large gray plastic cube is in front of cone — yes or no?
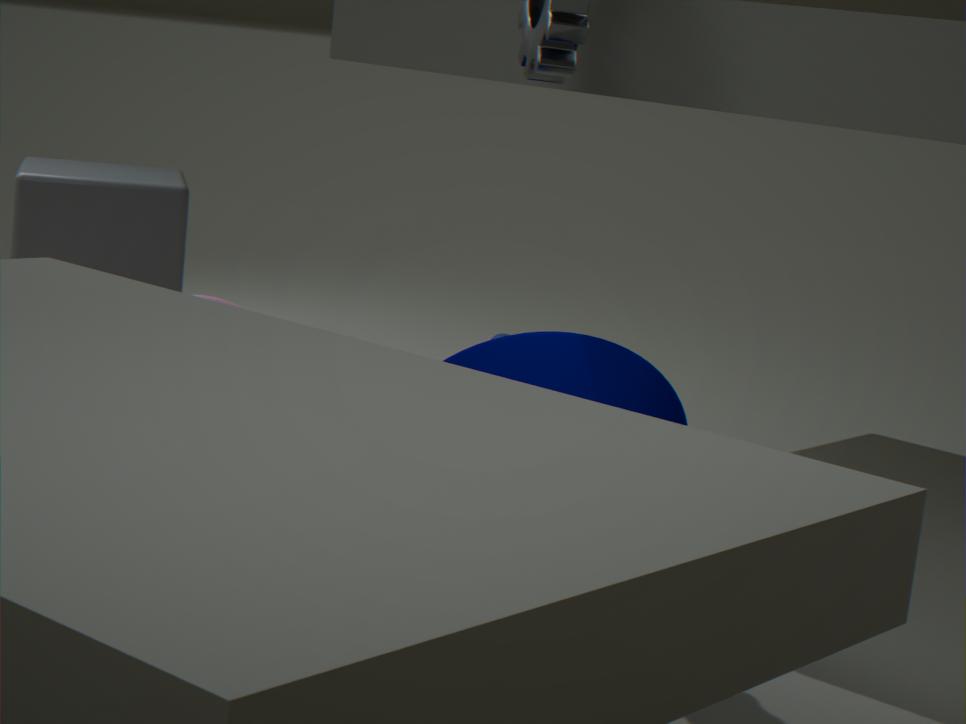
No
